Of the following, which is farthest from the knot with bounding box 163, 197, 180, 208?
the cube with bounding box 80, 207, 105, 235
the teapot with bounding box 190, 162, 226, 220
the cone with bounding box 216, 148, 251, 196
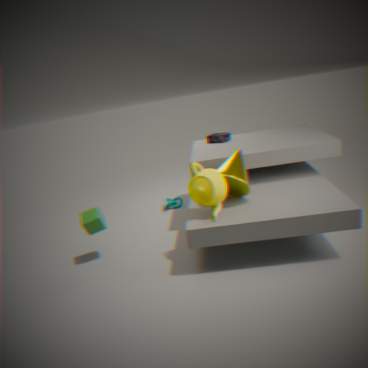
the teapot with bounding box 190, 162, 226, 220
